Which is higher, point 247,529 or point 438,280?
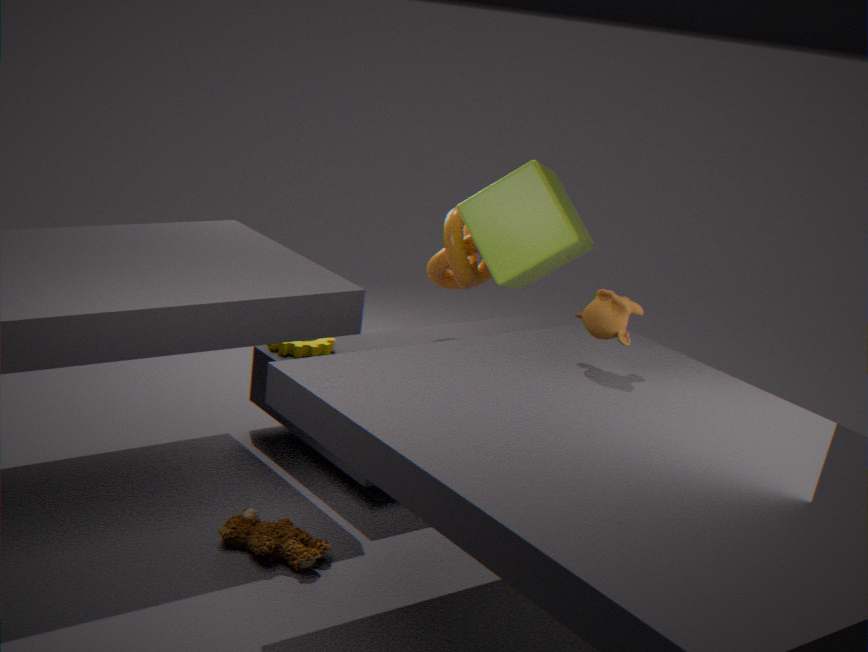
point 438,280
